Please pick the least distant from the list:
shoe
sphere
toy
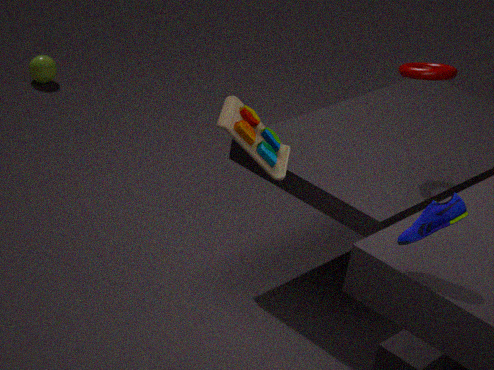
shoe
